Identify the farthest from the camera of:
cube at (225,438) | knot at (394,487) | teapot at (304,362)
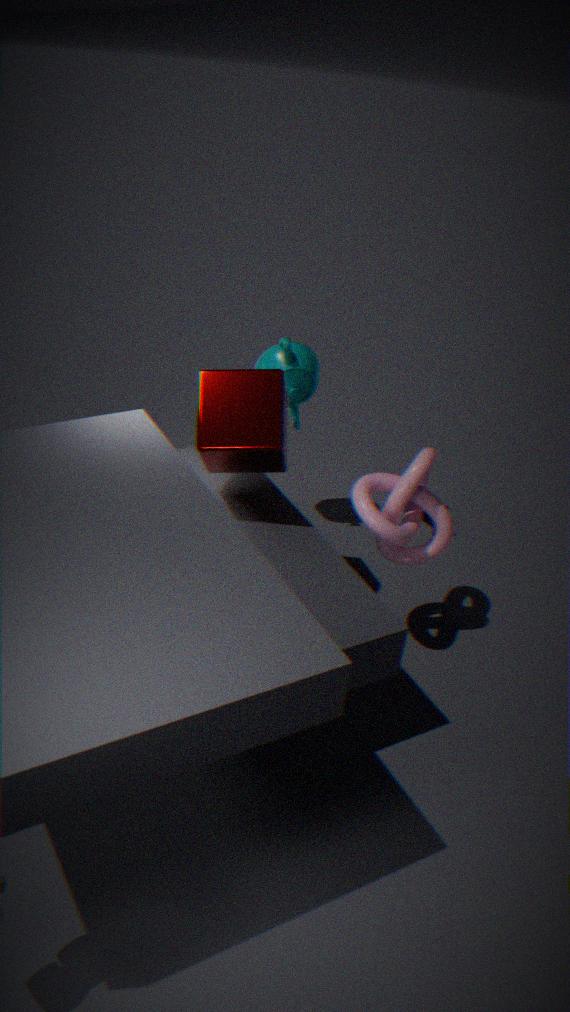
teapot at (304,362)
